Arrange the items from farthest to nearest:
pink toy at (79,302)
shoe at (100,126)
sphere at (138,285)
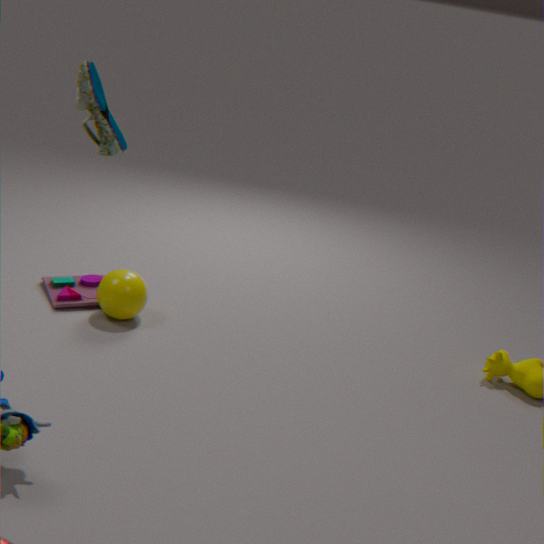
pink toy at (79,302) < sphere at (138,285) < shoe at (100,126)
